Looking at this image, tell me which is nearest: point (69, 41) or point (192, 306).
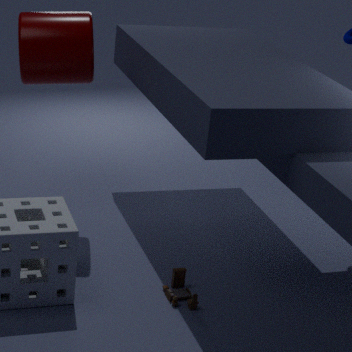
point (192, 306)
